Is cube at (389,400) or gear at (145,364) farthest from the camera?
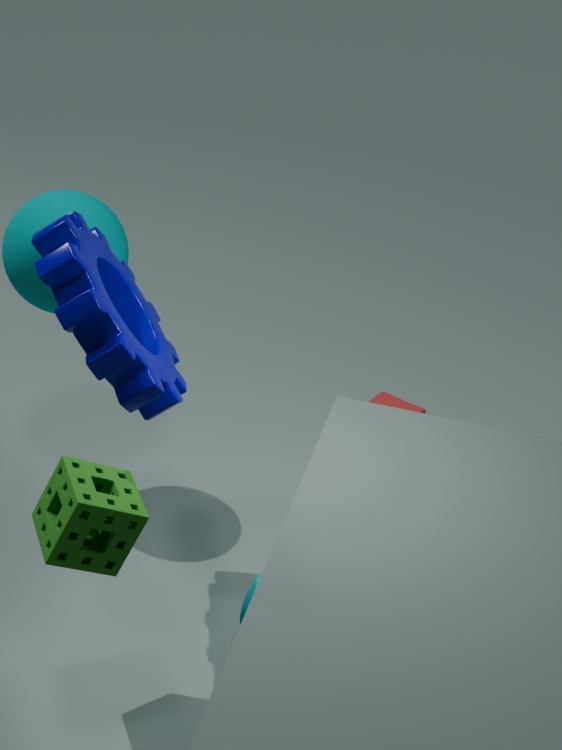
cube at (389,400)
